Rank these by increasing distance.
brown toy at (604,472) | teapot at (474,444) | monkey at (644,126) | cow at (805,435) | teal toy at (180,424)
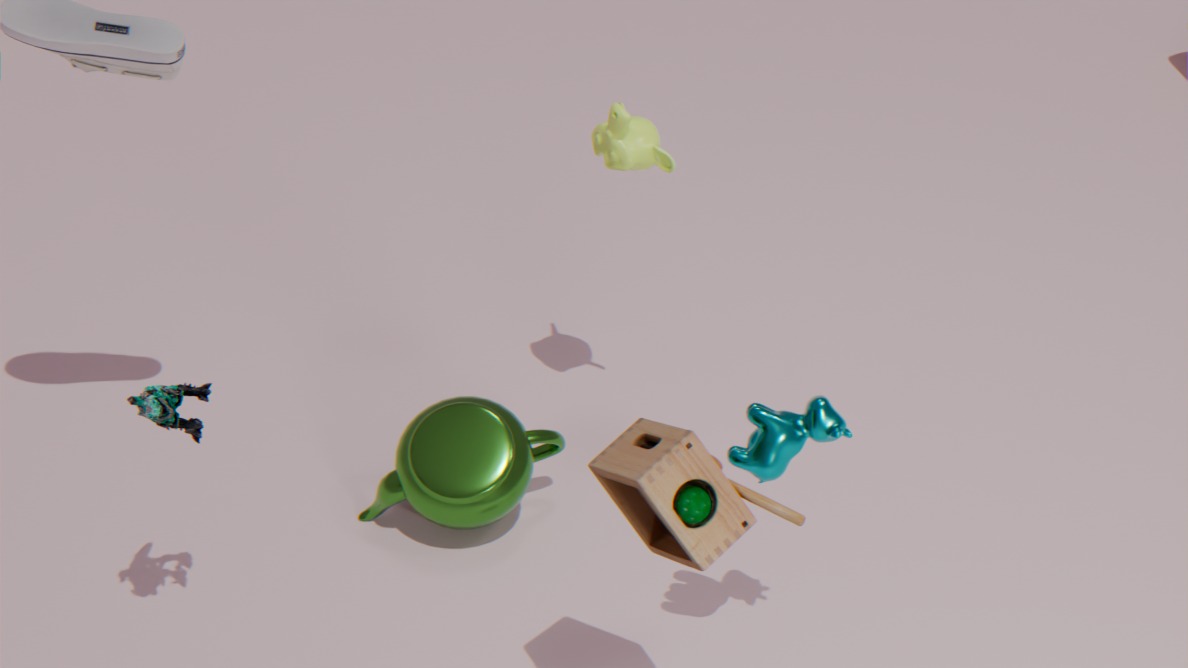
brown toy at (604,472)
teal toy at (180,424)
cow at (805,435)
teapot at (474,444)
monkey at (644,126)
